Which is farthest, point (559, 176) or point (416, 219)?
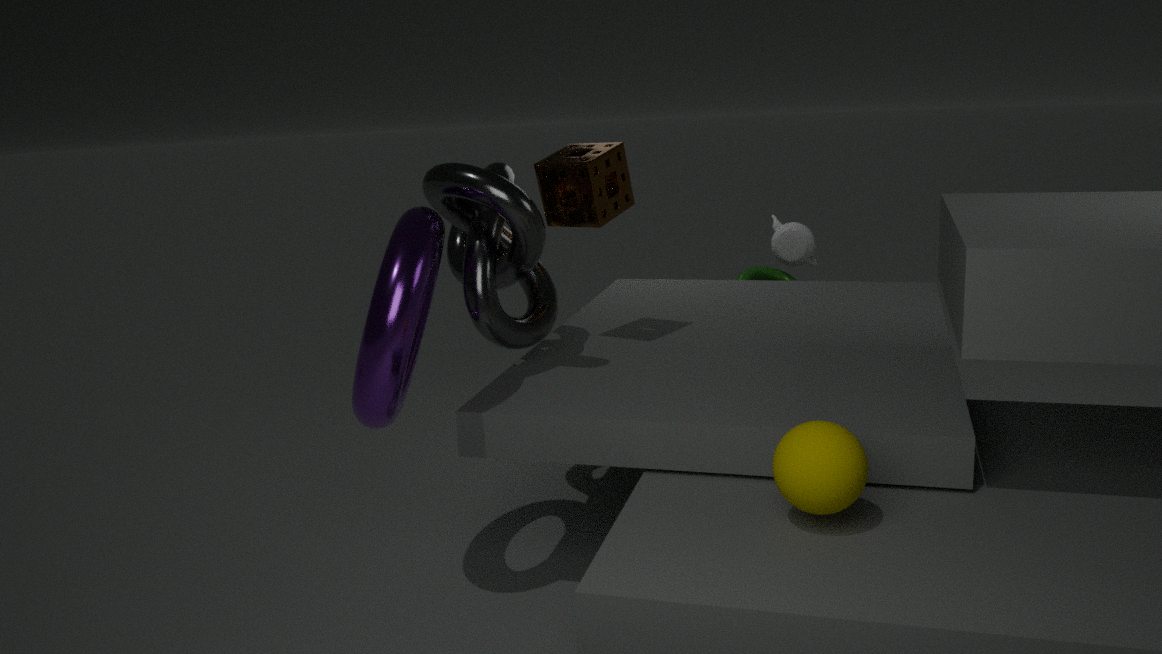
point (559, 176)
